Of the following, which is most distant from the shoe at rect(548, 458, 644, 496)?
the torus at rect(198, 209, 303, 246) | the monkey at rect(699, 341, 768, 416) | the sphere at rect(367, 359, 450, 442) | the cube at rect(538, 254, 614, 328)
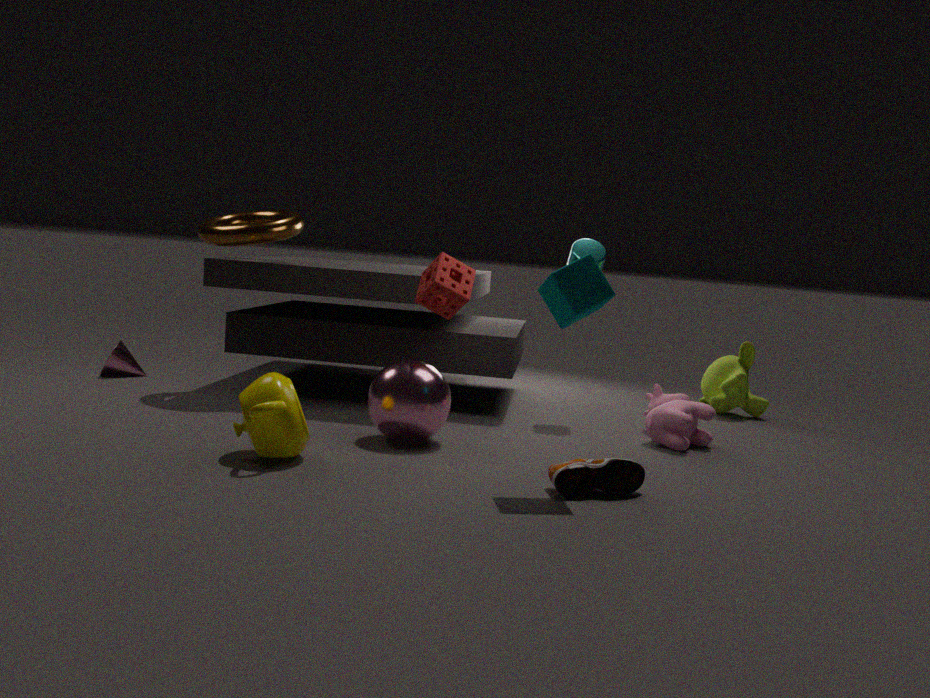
the torus at rect(198, 209, 303, 246)
